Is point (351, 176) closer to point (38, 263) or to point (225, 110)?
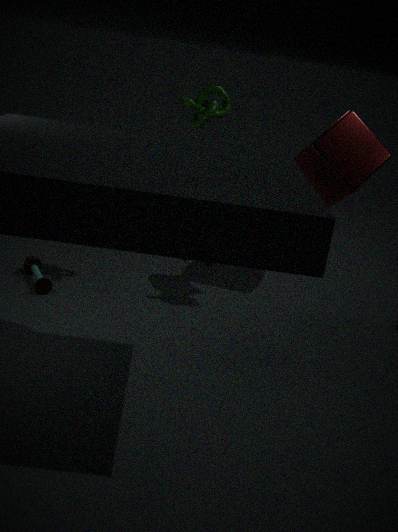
point (225, 110)
